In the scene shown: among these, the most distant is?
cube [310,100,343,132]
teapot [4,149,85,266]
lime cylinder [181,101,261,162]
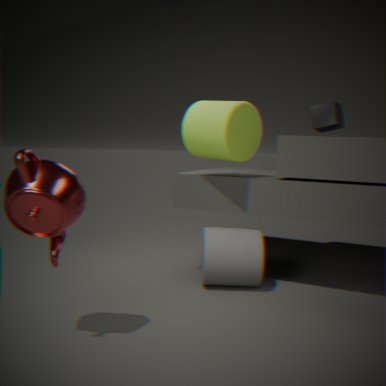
cube [310,100,343,132]
